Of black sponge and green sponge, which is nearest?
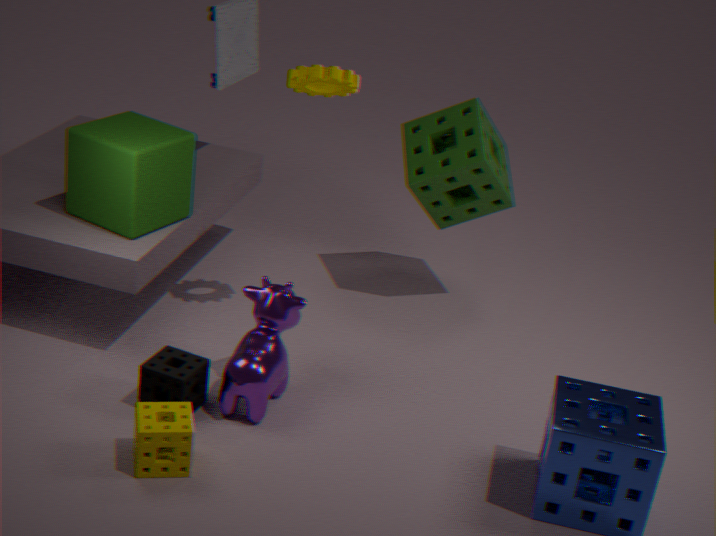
black sponge
